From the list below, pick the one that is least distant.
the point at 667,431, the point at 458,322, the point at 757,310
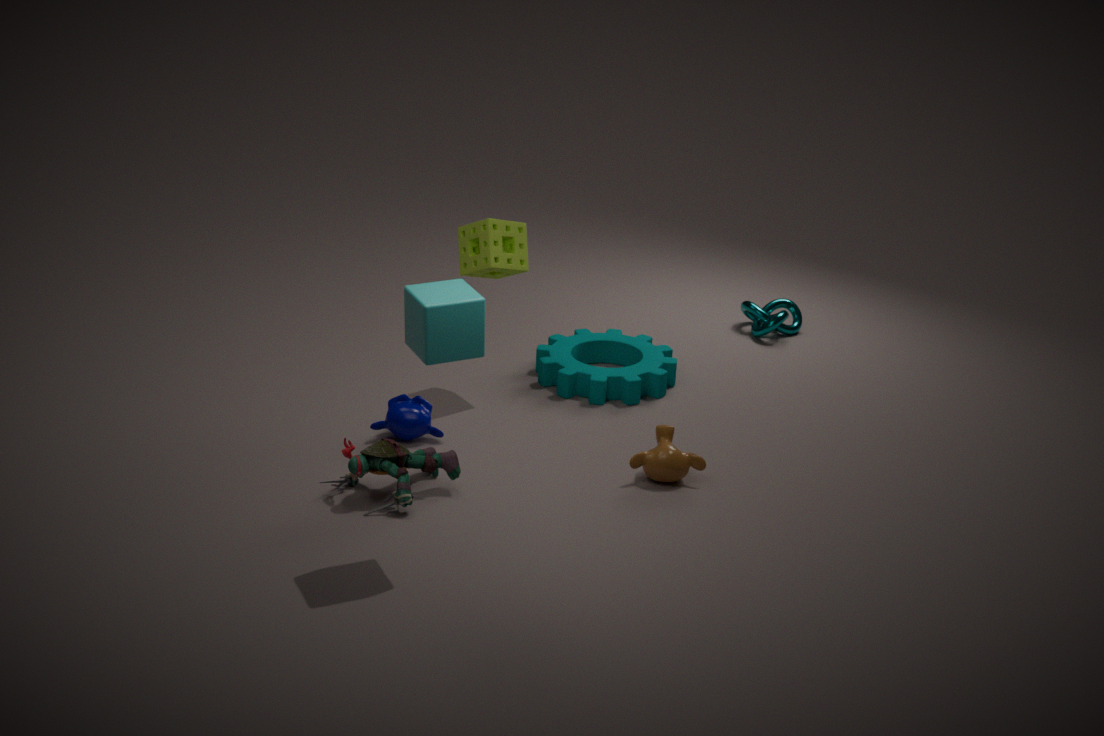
the point at 458,322
